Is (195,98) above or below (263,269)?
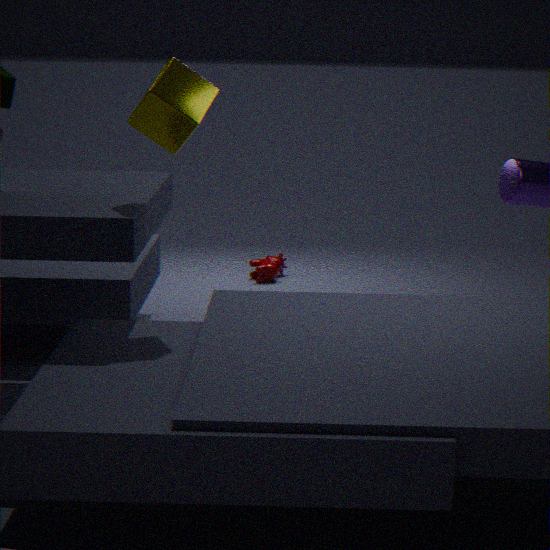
above
